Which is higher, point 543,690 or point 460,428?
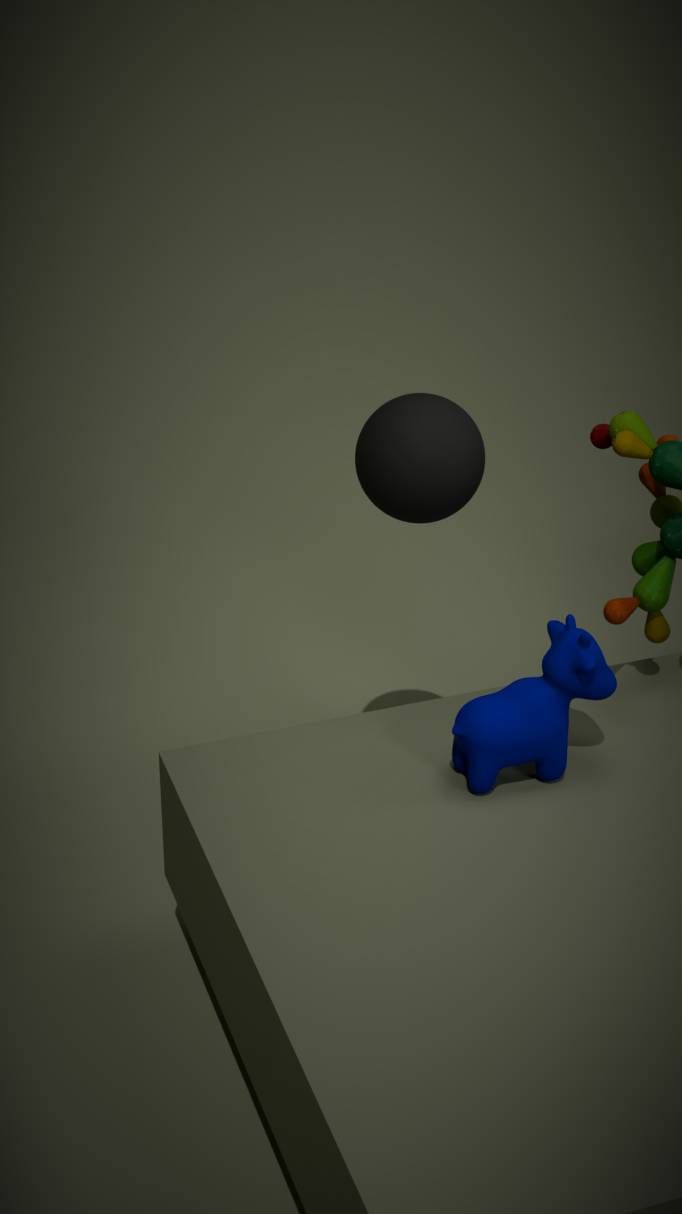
point 460,428
